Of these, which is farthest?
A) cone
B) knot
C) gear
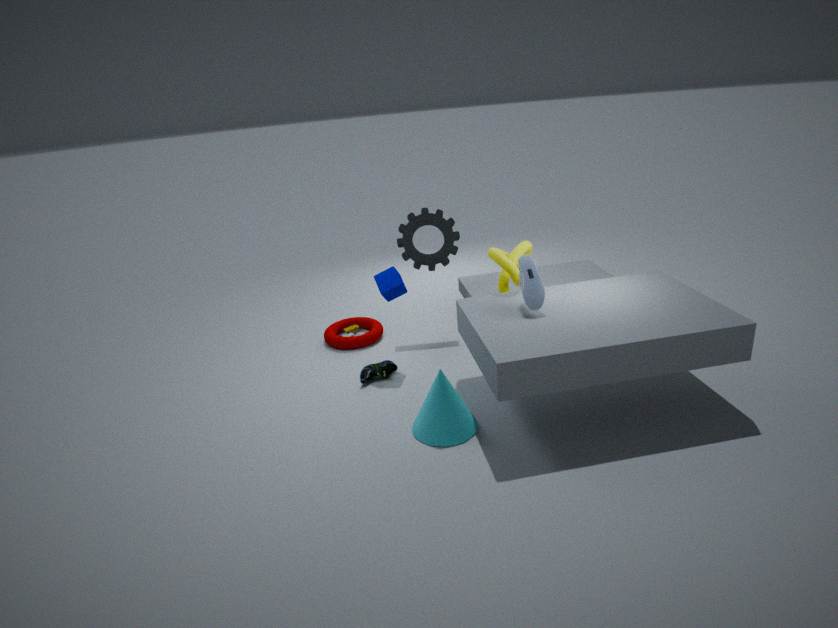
gear
